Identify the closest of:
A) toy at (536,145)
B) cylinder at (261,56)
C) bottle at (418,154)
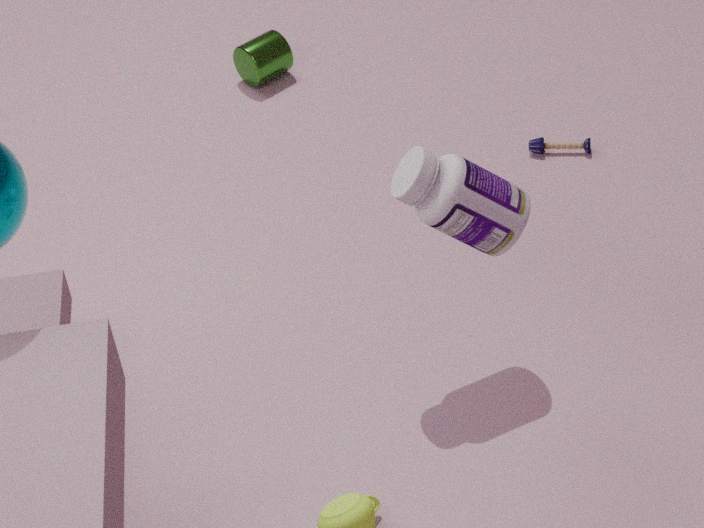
bottle at (418,154)
